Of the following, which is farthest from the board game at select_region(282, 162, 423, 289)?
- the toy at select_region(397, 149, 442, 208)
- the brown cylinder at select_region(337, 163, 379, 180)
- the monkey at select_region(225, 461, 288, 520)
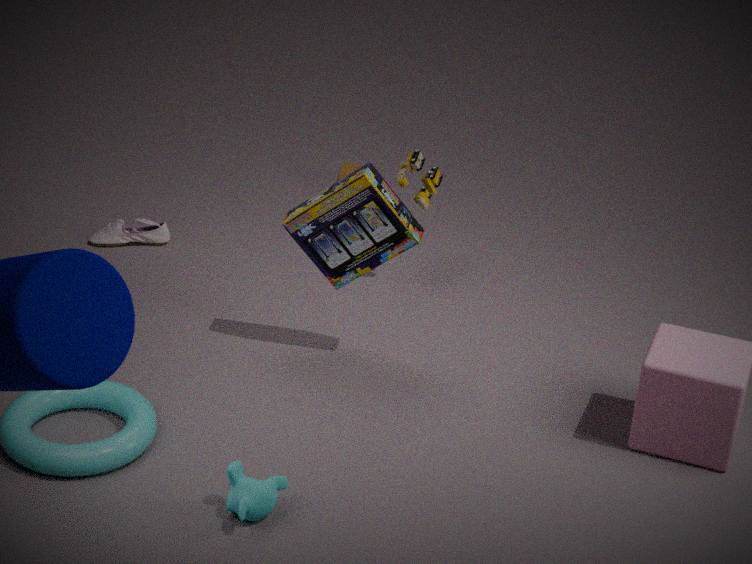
Result: the brown cylinder at select_region(337, 163, 379, 180)
